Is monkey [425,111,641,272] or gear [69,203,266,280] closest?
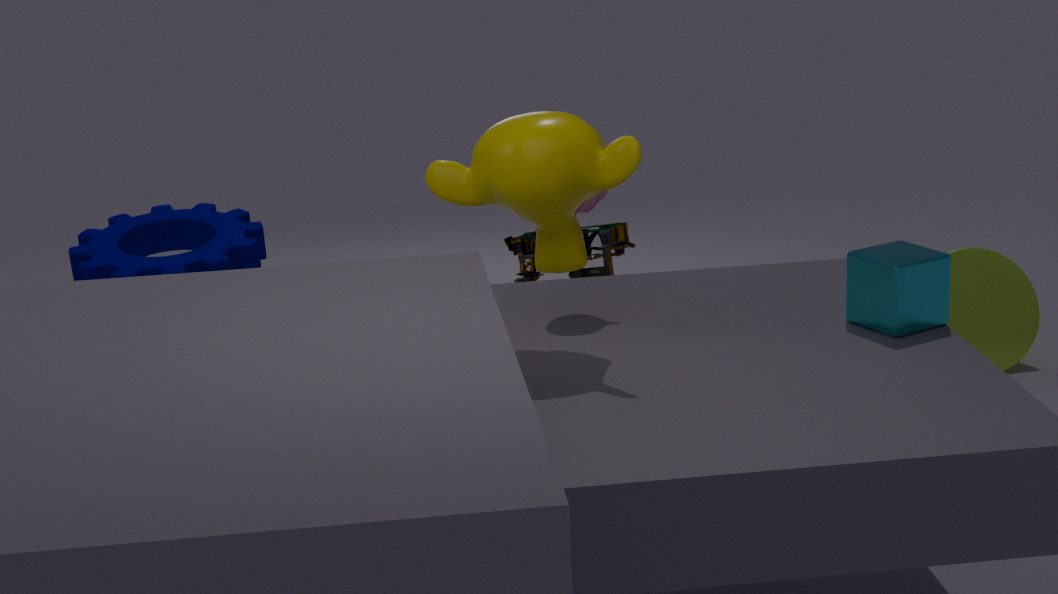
monkey [425,111,641,272]
